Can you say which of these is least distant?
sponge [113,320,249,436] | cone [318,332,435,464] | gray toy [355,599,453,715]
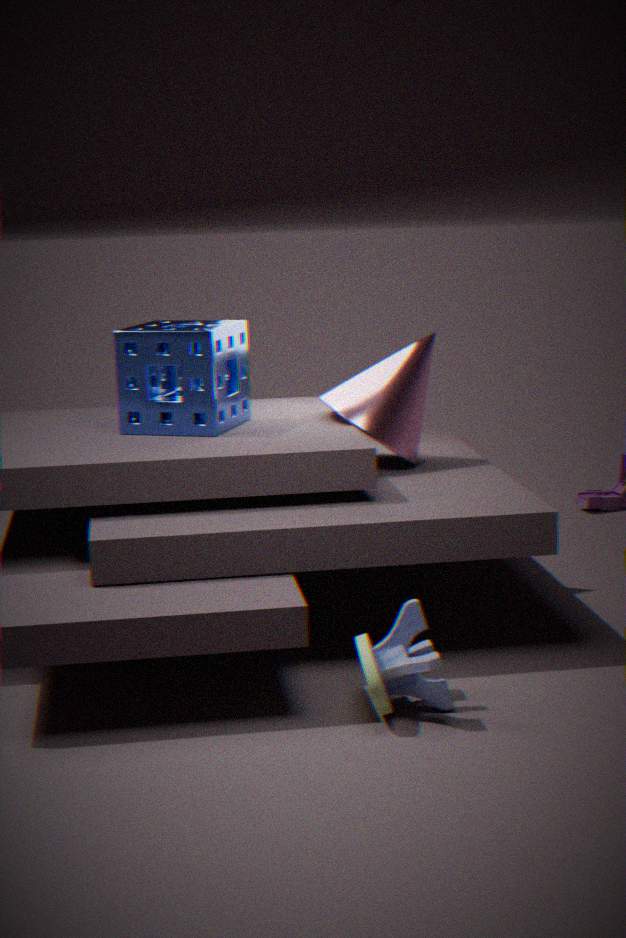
gray toy [355,599,453,715]
